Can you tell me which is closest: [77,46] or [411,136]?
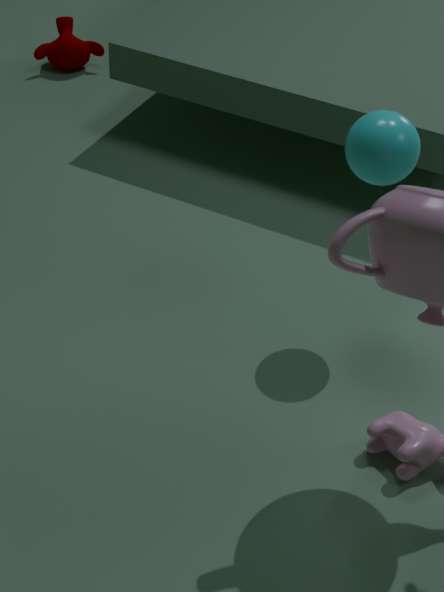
[411,136]
